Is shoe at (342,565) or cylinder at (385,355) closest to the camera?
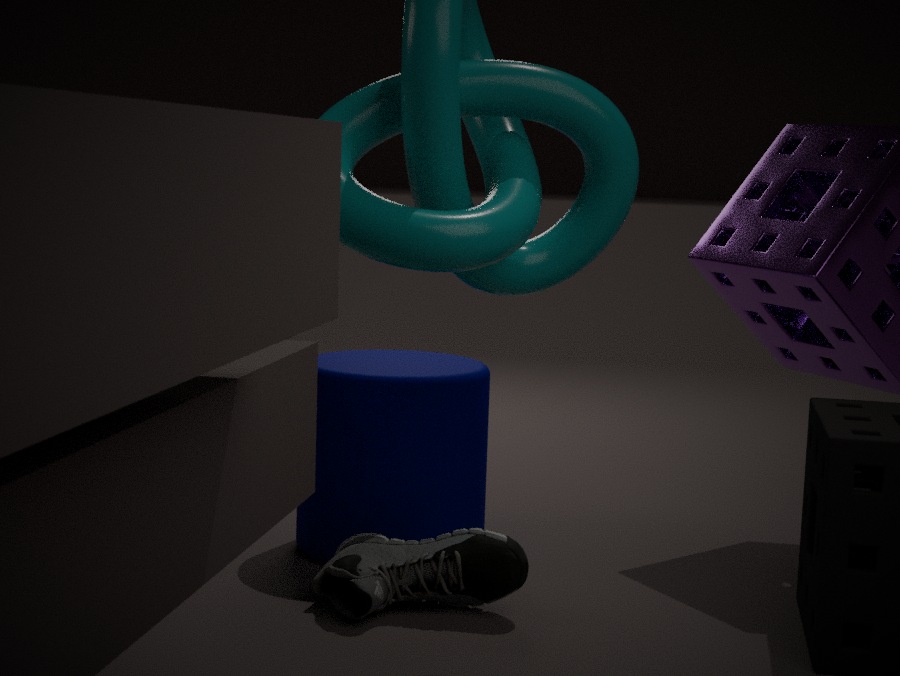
shoe at (342,565)
